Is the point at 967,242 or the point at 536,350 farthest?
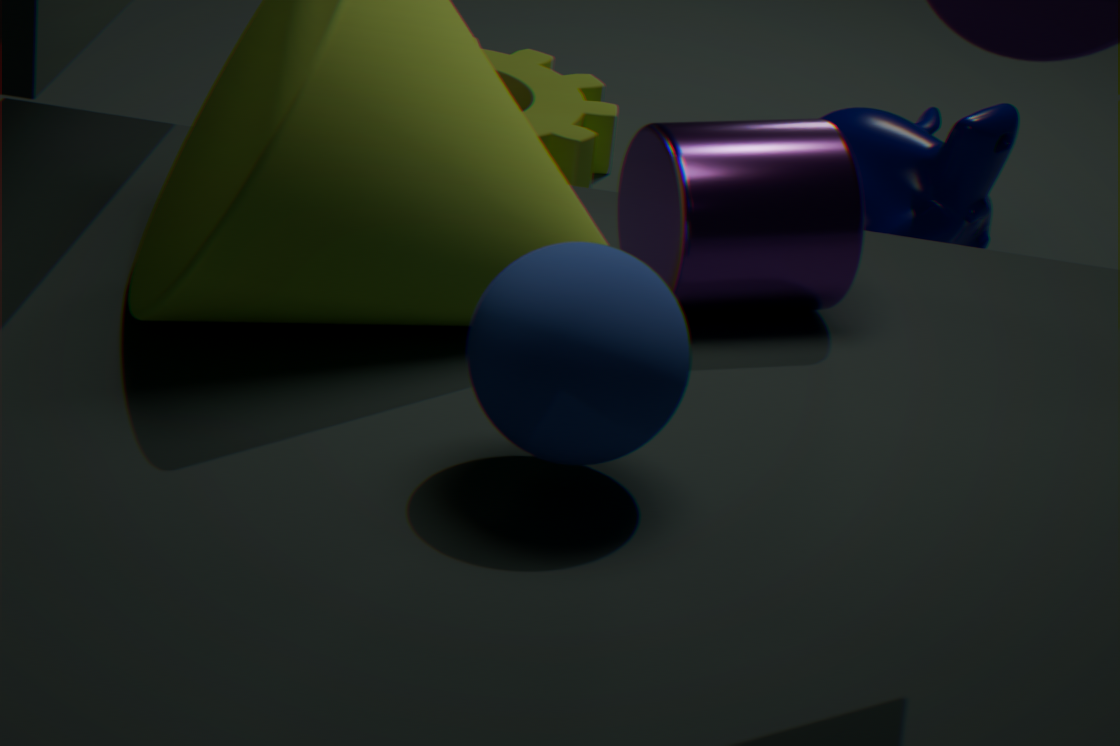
the point at 967,242
